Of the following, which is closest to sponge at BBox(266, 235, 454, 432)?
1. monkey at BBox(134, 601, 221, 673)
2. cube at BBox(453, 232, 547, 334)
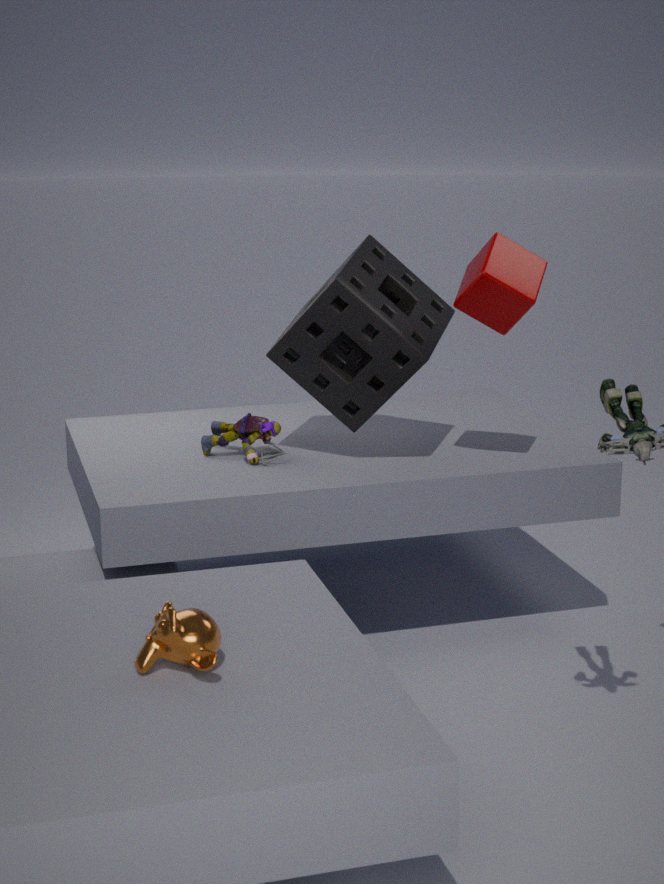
cube at BBox(453, 232, 547, 334)
